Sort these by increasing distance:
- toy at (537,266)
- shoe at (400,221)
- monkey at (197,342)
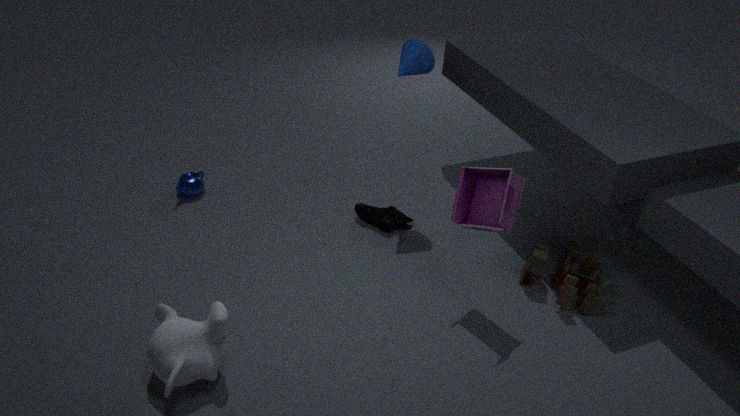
1. monkey at (197,342)
2. toy at (537,266)
3. shoe at (400,221)
